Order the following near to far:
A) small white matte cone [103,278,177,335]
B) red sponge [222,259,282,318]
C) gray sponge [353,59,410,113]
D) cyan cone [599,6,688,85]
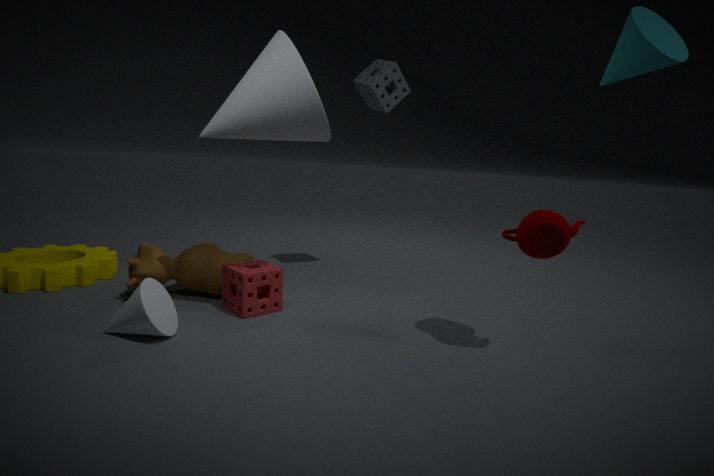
cyan cone [599,6,688,85] → small white matte cone [103,278,177,335] → red sponge [222,259,282,318] → gray sponge [353,59,410,113]
